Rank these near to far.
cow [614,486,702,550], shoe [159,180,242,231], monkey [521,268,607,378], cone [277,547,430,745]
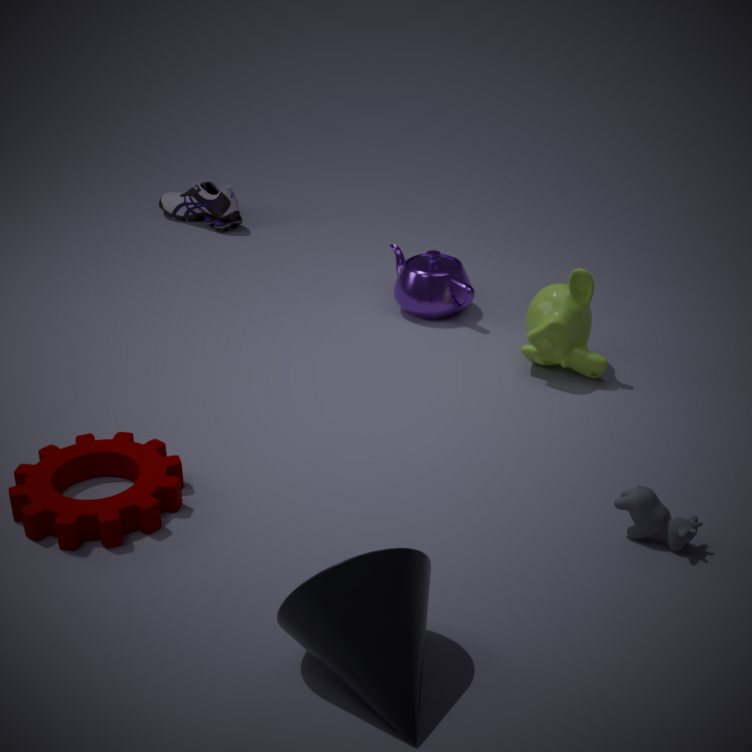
cone [277,547,430,745]
cow [614,486,702,550]
monkey [521,268,607,378]
shoe [159,180,242,231]
